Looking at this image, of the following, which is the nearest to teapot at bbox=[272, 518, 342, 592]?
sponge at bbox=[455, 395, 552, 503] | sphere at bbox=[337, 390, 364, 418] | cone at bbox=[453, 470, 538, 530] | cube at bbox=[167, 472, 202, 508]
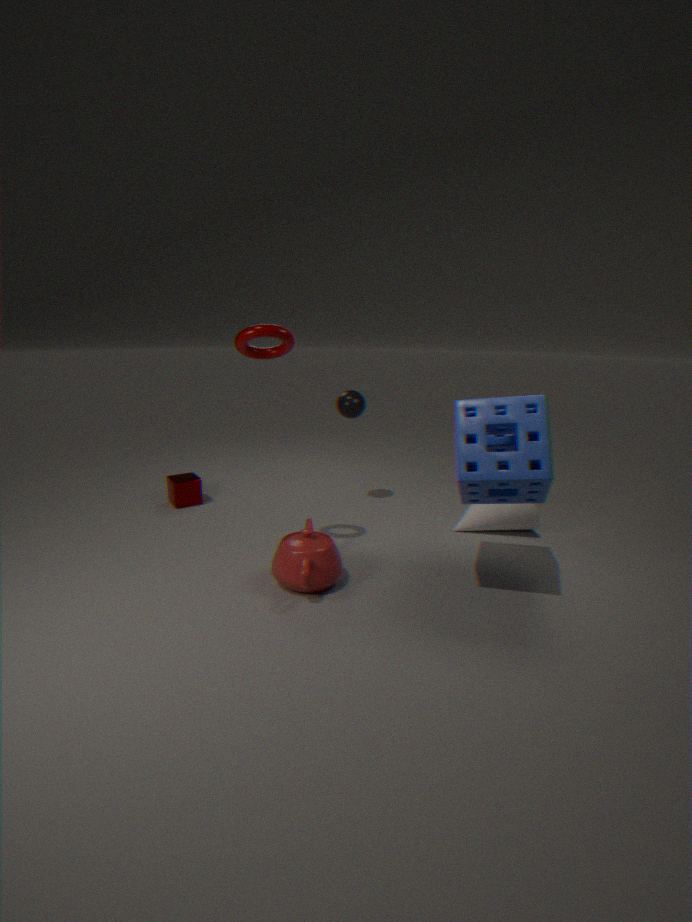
sponge at bbox=[455, 395, 552, 503]
